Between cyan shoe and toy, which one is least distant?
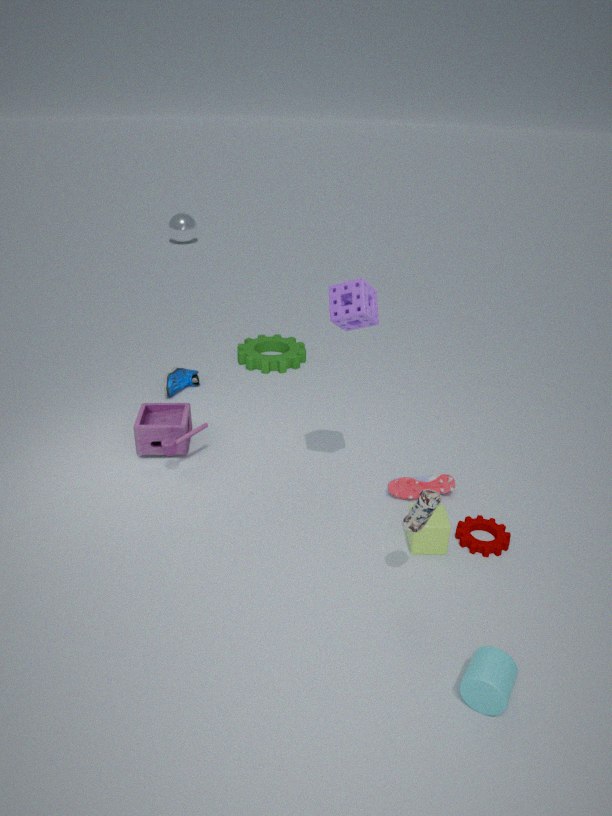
toy
